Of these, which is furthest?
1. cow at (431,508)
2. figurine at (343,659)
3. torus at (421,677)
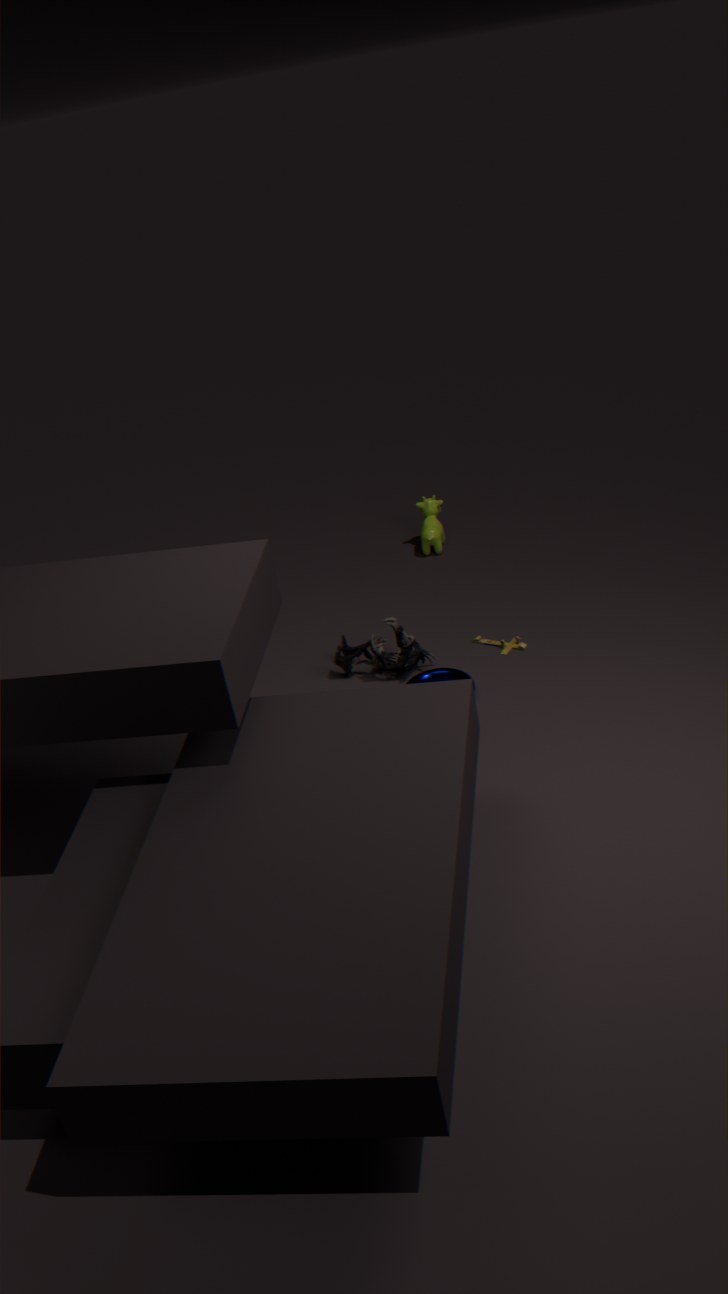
cow at (431,508)
